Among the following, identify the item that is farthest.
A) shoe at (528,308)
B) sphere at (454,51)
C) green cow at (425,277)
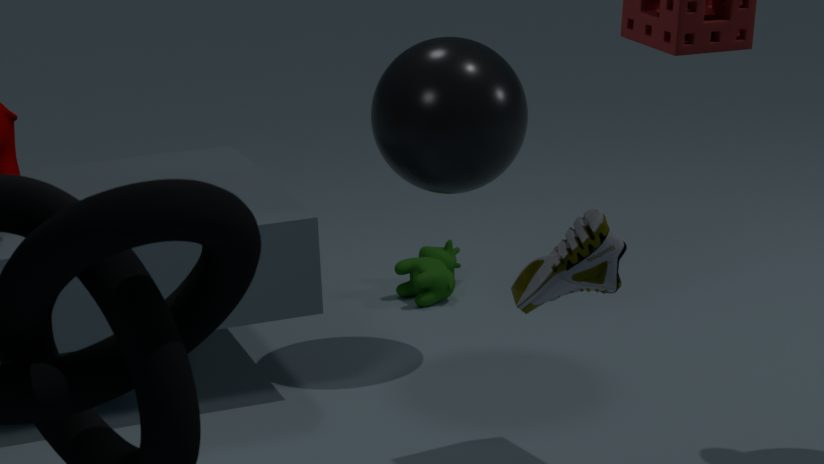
green cow at (425,277)
